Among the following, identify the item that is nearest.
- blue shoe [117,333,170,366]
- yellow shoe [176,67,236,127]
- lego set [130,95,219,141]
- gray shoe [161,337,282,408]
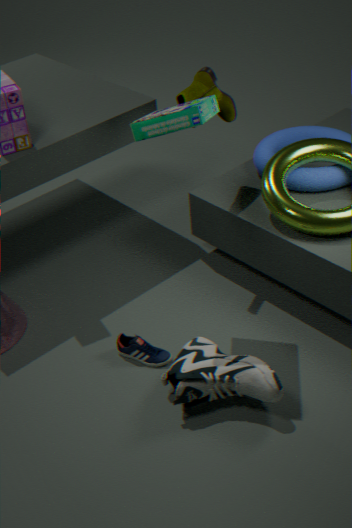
lego set [130,95,219,141]
